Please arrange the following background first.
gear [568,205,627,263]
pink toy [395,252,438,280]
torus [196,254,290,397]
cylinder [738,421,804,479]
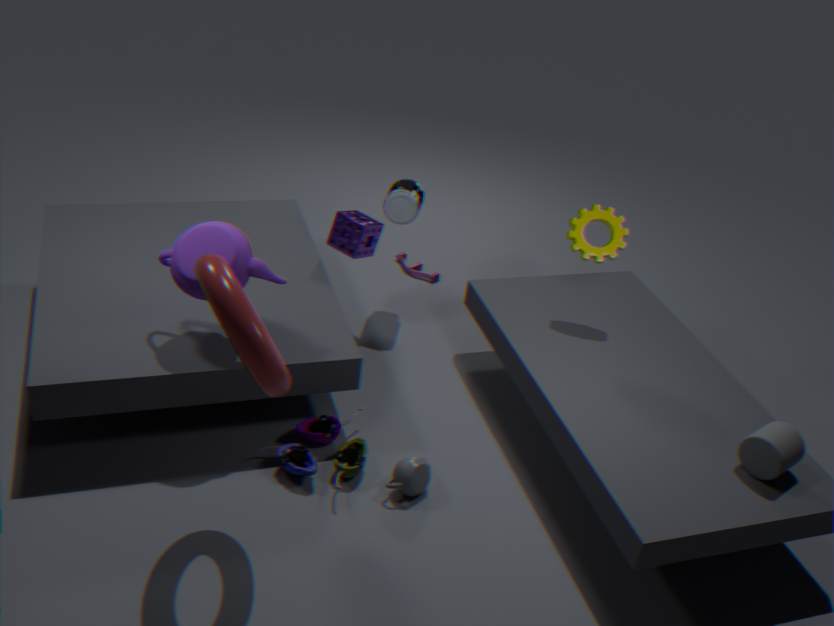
pink toy [395,252,438,280], gear [568,205,627,263], cylinder [738,421,804,479], torus [196,254,290,397]
